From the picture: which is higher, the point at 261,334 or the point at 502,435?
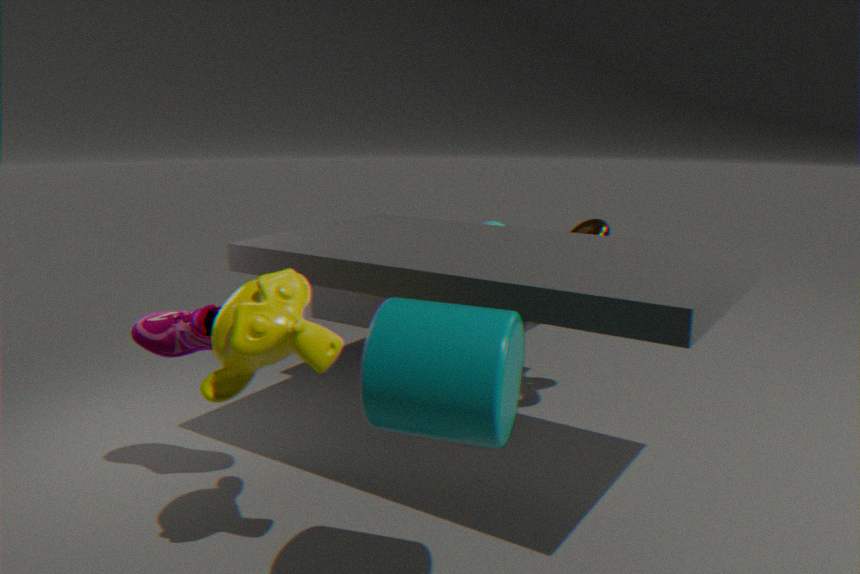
the point at 261,334
